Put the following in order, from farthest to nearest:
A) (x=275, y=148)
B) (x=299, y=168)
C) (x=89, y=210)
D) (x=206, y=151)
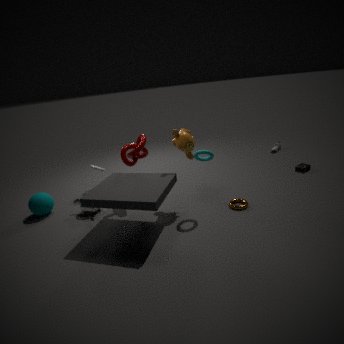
(x=275, y=148) → (x=299, y=168) → (x=89, y=210) → (x=206, y=151)
